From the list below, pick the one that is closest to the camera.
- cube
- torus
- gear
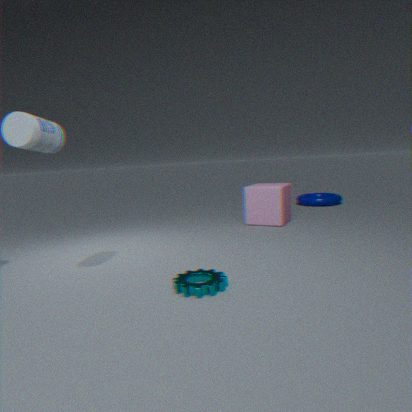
gear
